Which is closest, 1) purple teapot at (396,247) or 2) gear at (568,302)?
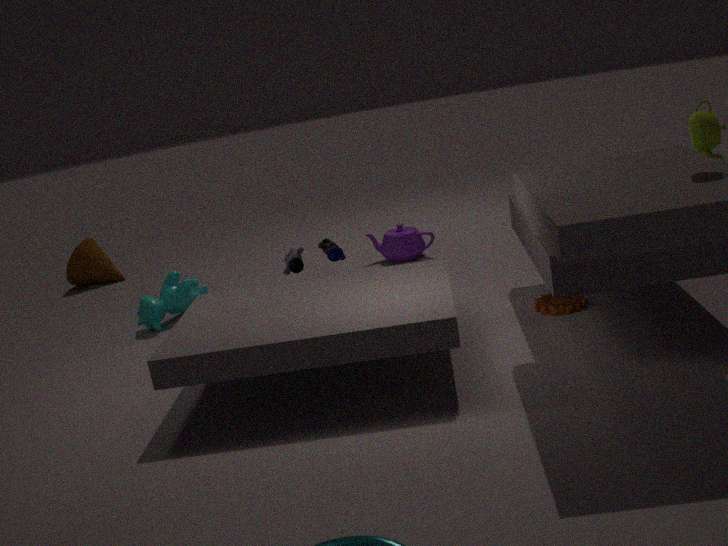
2. gear at (568,302)
